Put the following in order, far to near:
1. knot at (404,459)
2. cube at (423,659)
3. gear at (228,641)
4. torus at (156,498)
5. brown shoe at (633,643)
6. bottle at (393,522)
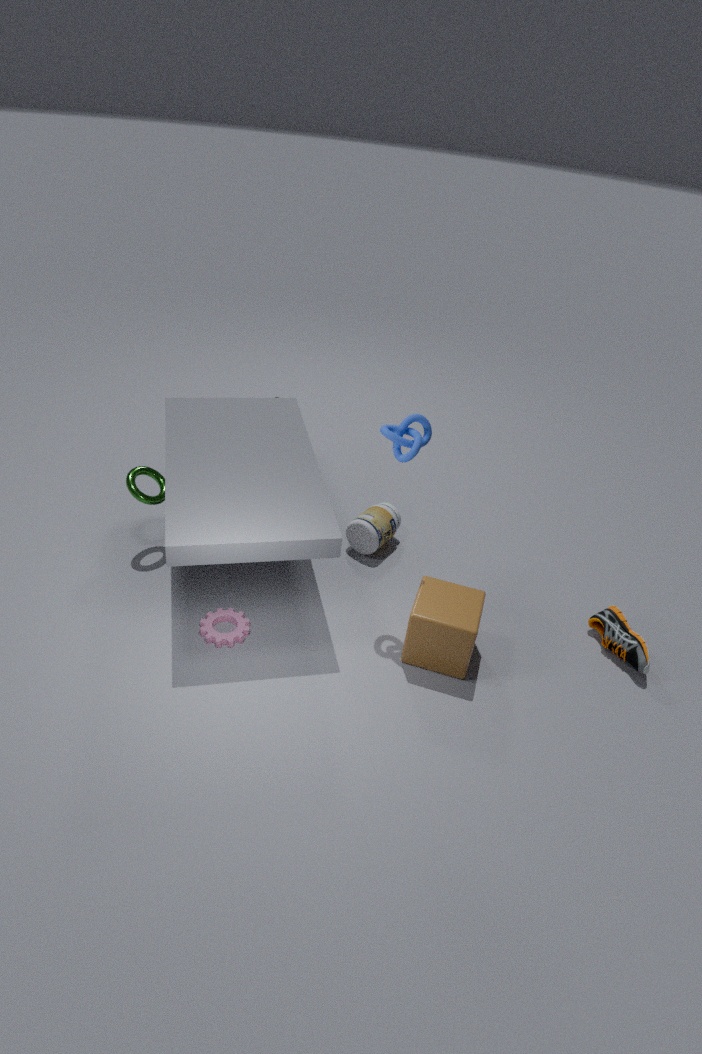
bottle at (393,522) < torus at (156,498) < brown shoe at (633,643) < gear at (228,641) < cube at (423,659) < knot at (404,459)
